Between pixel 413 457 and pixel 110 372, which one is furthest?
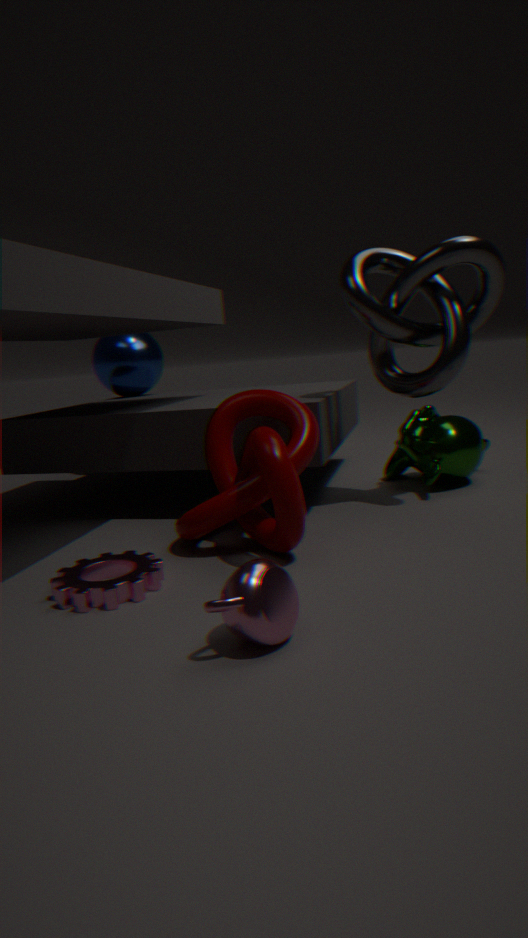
pixel 110 372
